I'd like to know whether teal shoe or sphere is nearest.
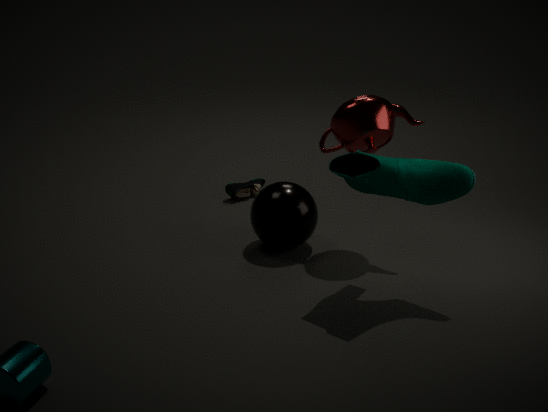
teal shoe
